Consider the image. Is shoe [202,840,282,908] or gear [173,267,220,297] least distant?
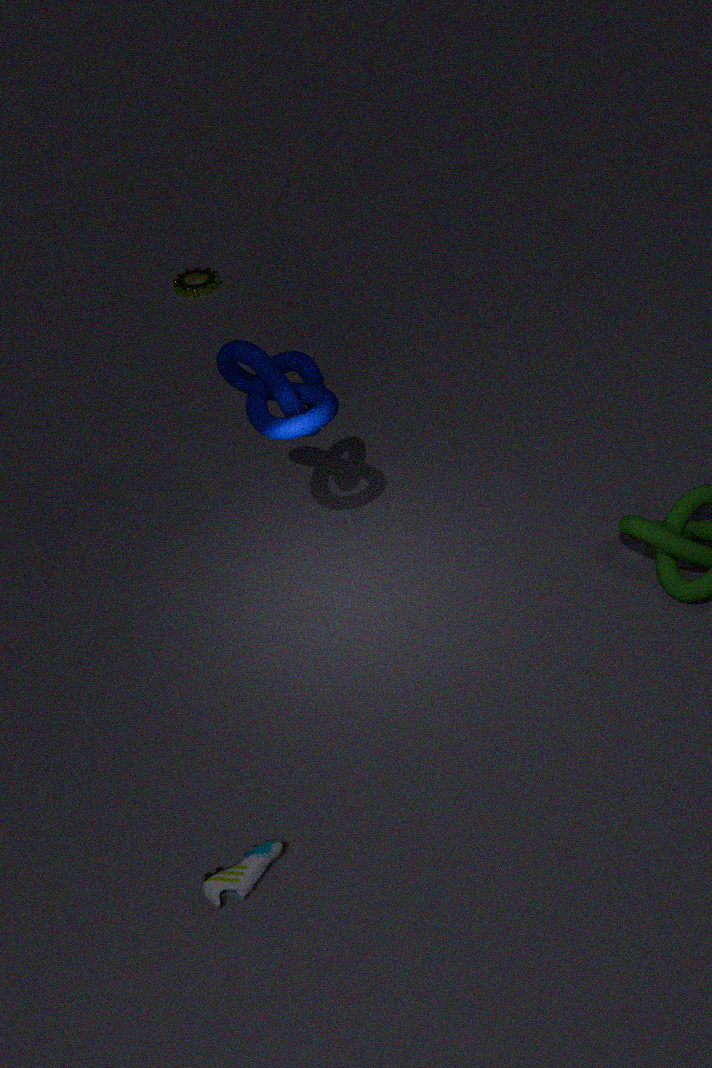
shoe [202,840,282,908]
